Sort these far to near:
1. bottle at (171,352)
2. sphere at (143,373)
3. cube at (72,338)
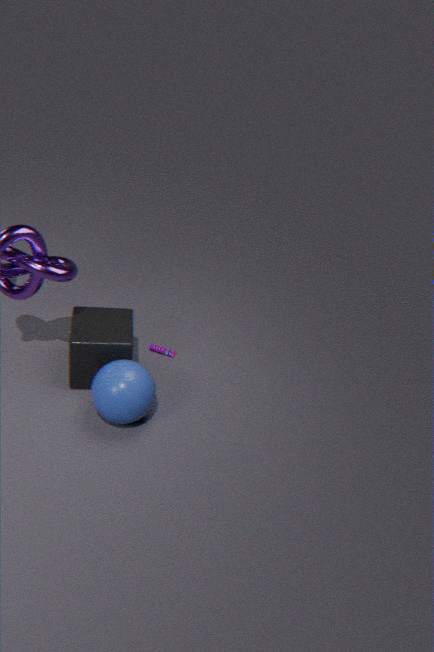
bottle at (171,352)
cube at (72,338)
sphere at (143,373)
